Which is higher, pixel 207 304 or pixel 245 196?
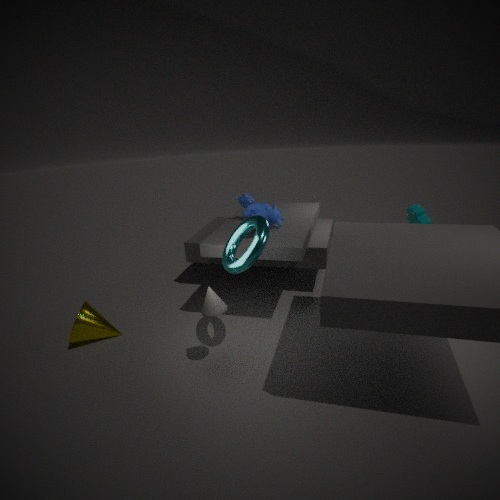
pixel 245 196
